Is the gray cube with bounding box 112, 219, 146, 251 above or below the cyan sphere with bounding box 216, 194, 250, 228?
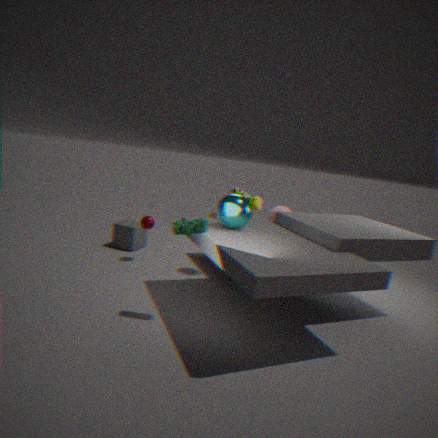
below
